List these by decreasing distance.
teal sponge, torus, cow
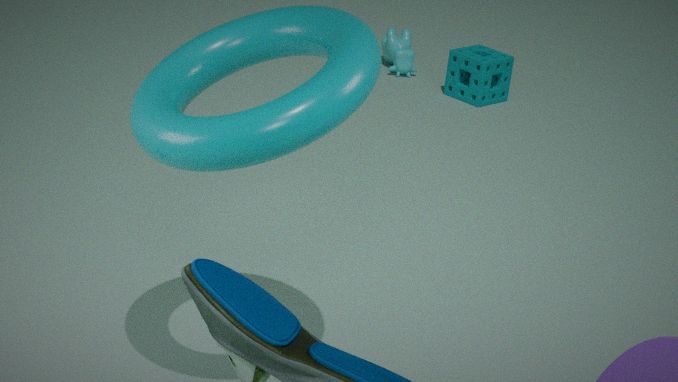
cow → teal sponge → torus
